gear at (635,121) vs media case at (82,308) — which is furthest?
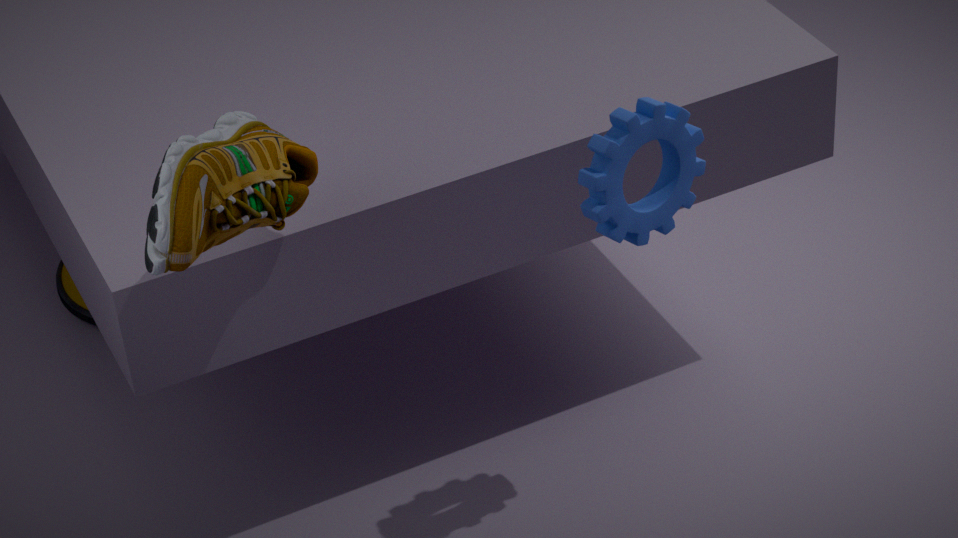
media case at (82,308)
